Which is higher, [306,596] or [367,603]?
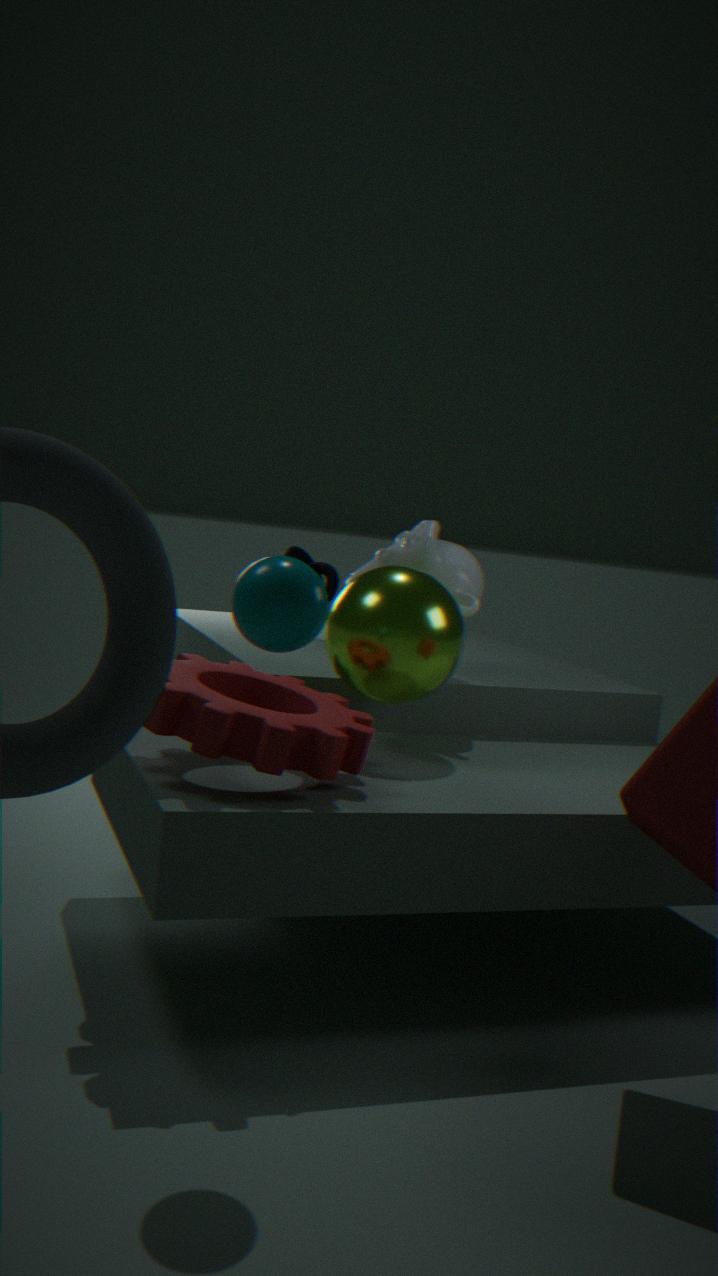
[306,596]
